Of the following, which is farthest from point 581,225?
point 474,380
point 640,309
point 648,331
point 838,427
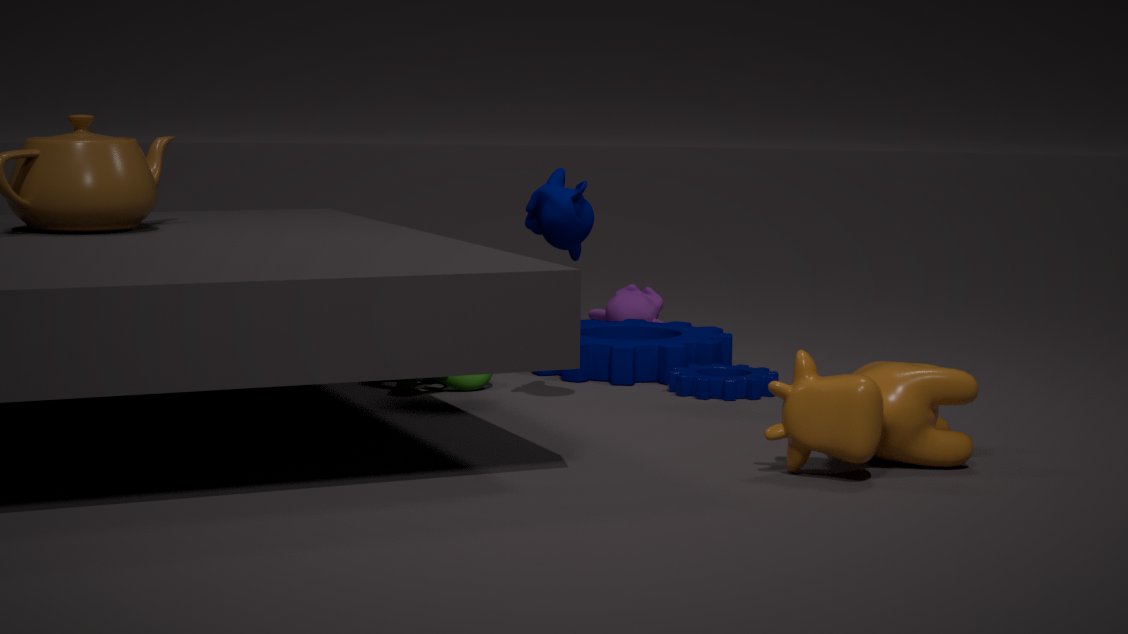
point 640,309
